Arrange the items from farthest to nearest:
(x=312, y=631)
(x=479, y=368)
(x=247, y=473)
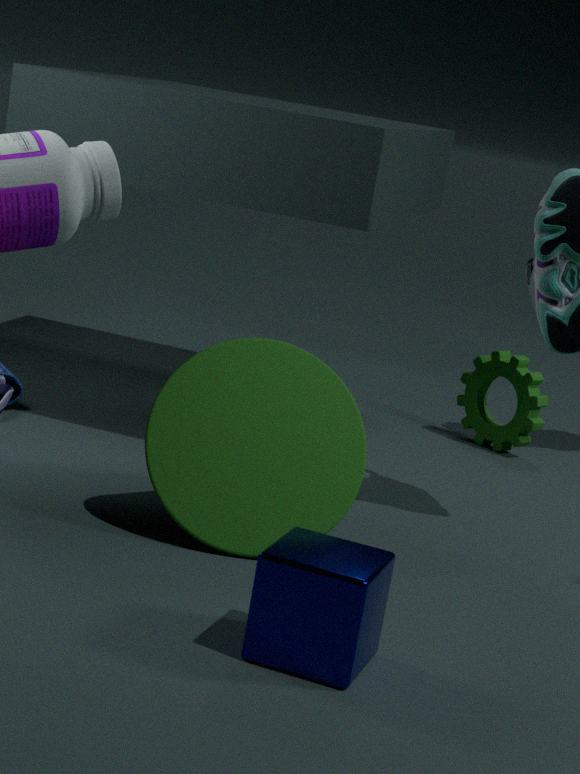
(x=479, y=368)
(x=247, y=473)
(x=312, y=631)
